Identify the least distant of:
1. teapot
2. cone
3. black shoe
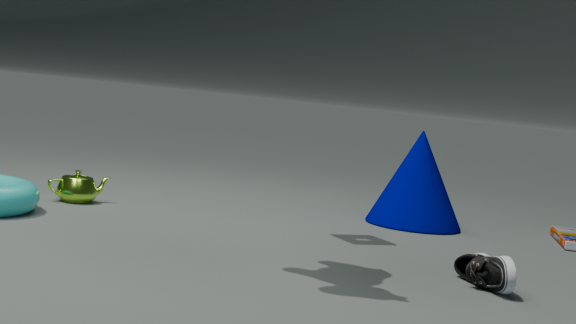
black shoe
